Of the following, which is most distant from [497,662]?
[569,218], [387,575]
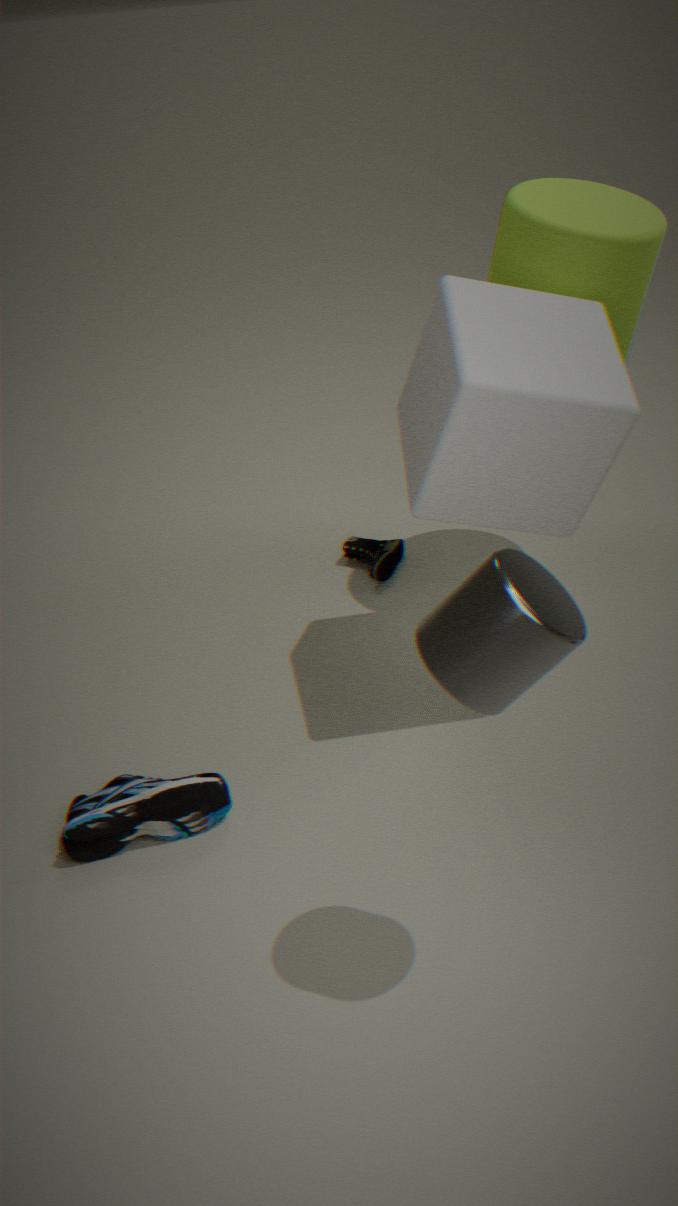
[387,575]
